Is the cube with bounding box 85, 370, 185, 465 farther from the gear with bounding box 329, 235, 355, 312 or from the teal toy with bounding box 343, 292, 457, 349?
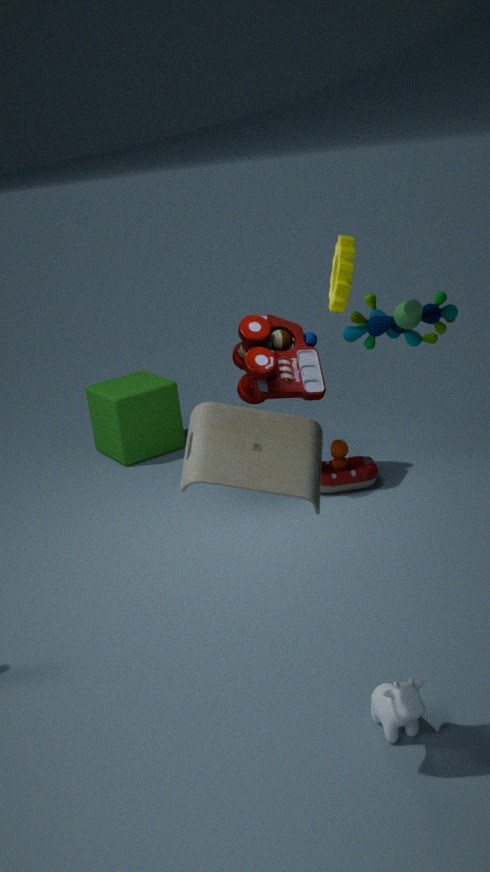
the teal toy with bounding box 343, 292, 457, 349
